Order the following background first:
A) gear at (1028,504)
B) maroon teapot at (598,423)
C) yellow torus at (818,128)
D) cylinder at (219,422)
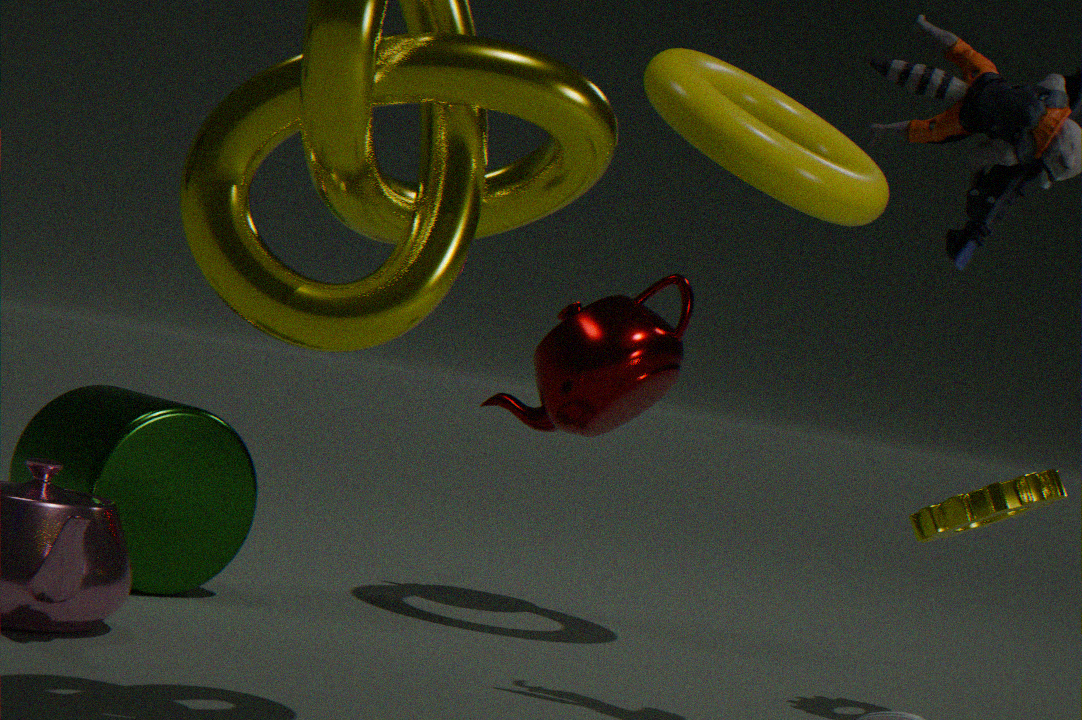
Result: maroon teapot at (598,423) < cylinder at (219,422) < yellow torus at (818,128) < gear at (1028,504)
